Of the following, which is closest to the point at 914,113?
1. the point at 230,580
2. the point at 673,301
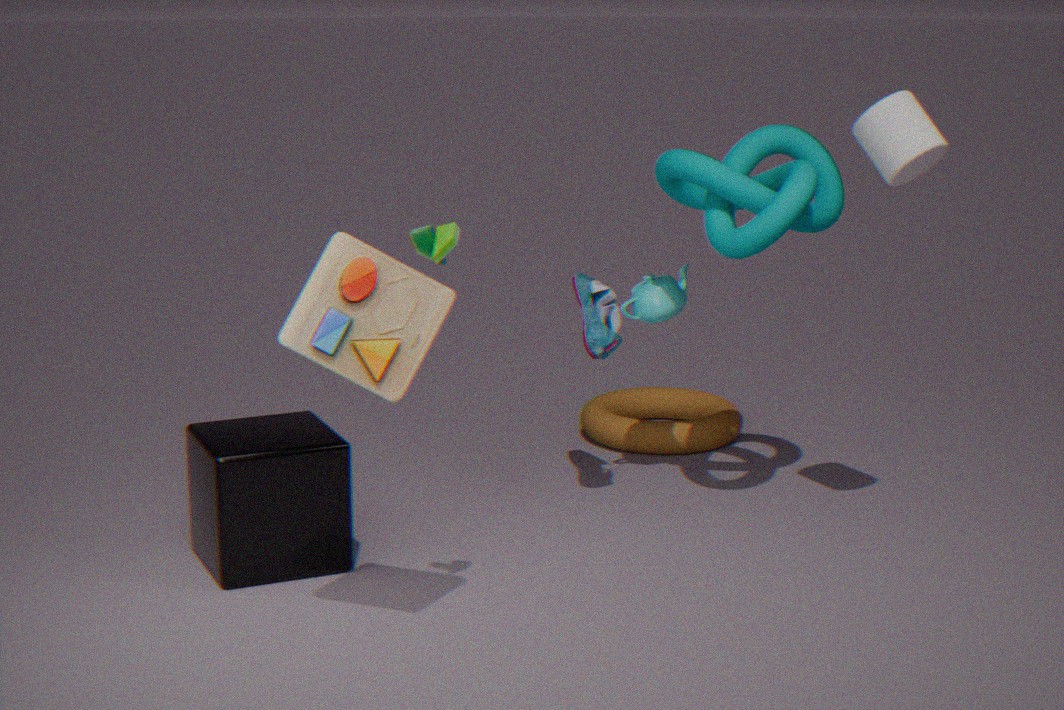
the point at 673,301
